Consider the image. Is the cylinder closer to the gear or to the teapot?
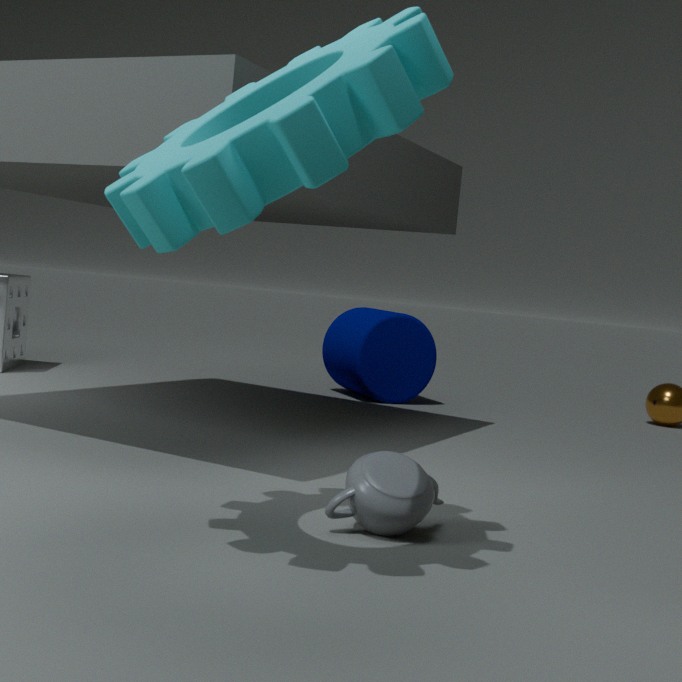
the teapot
